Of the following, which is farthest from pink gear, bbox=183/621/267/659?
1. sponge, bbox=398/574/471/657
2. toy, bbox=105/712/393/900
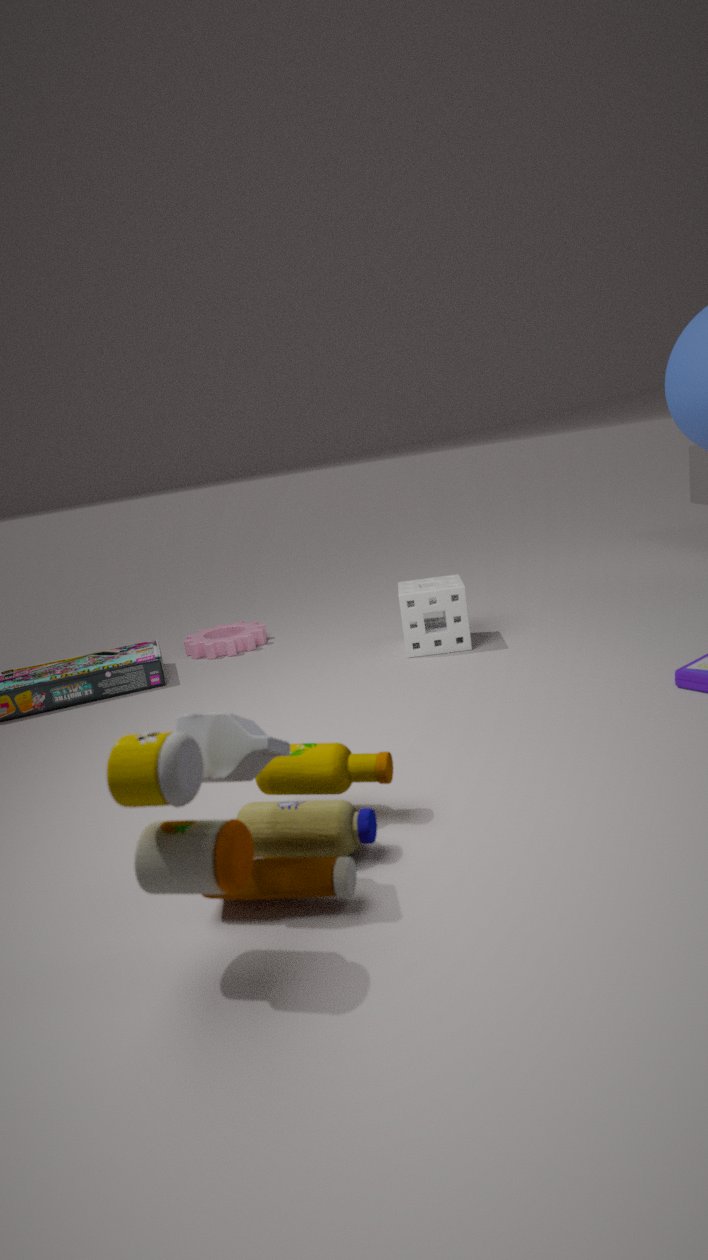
toy, bbox=105/712/393/900
